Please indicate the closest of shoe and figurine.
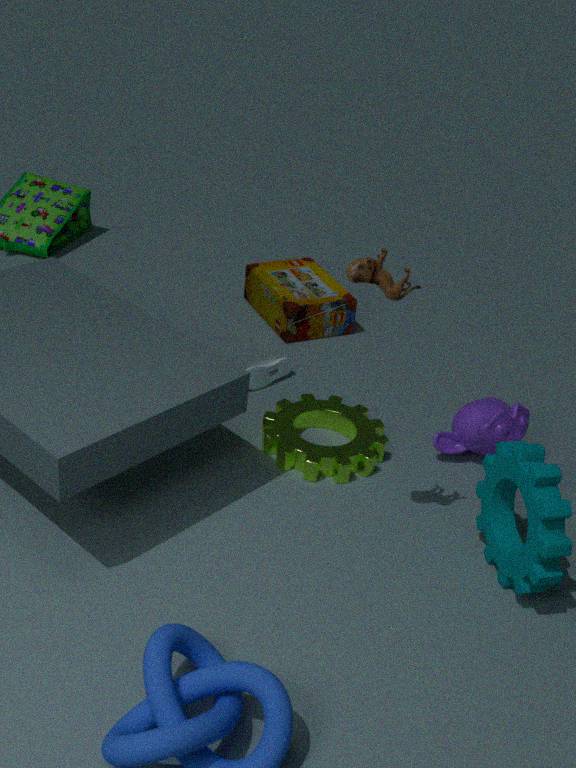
figurine
